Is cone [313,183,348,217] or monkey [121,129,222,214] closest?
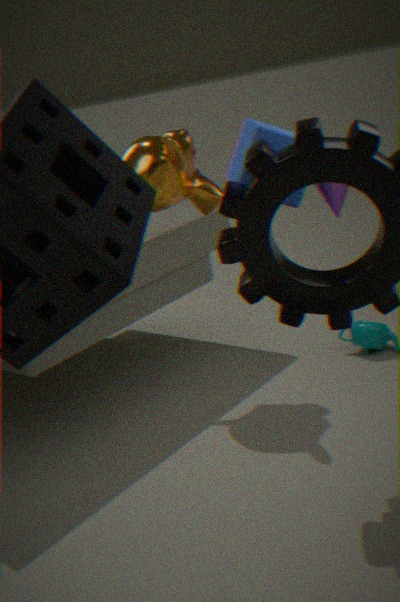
monkey [121,129,222,214]
